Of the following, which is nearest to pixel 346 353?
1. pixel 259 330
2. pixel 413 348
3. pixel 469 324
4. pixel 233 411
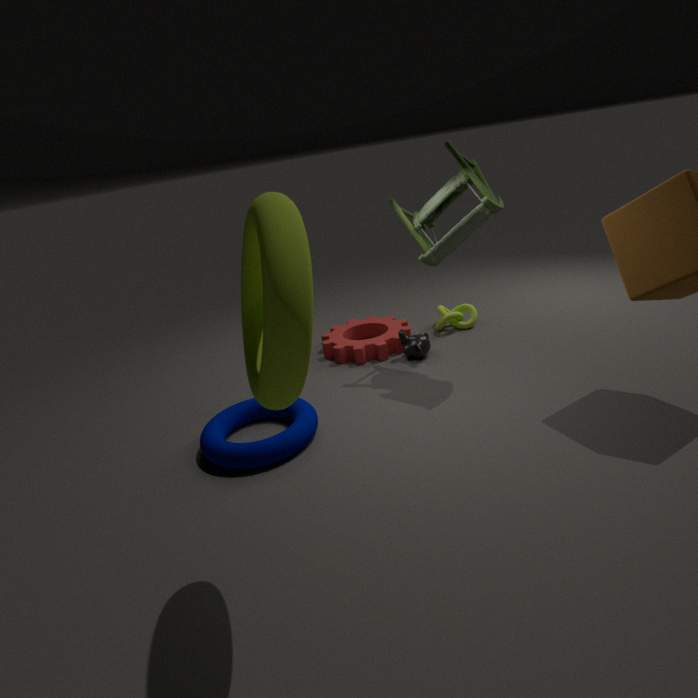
pixel 413 348
